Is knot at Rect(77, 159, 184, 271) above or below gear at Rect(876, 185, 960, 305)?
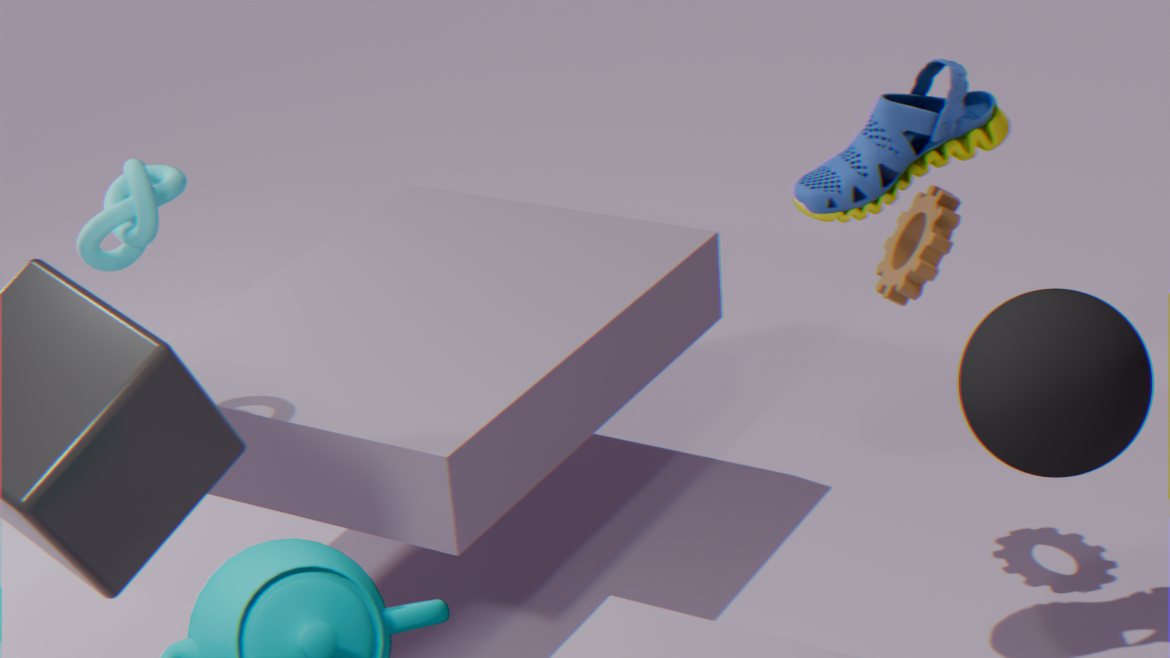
above
